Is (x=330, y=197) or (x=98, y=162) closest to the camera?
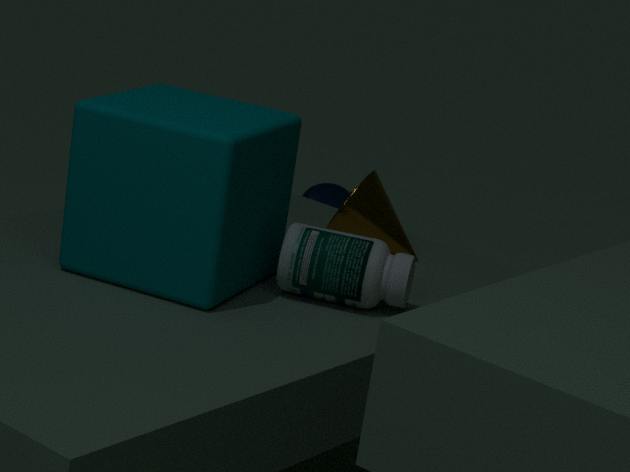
(x=98, y=162)
